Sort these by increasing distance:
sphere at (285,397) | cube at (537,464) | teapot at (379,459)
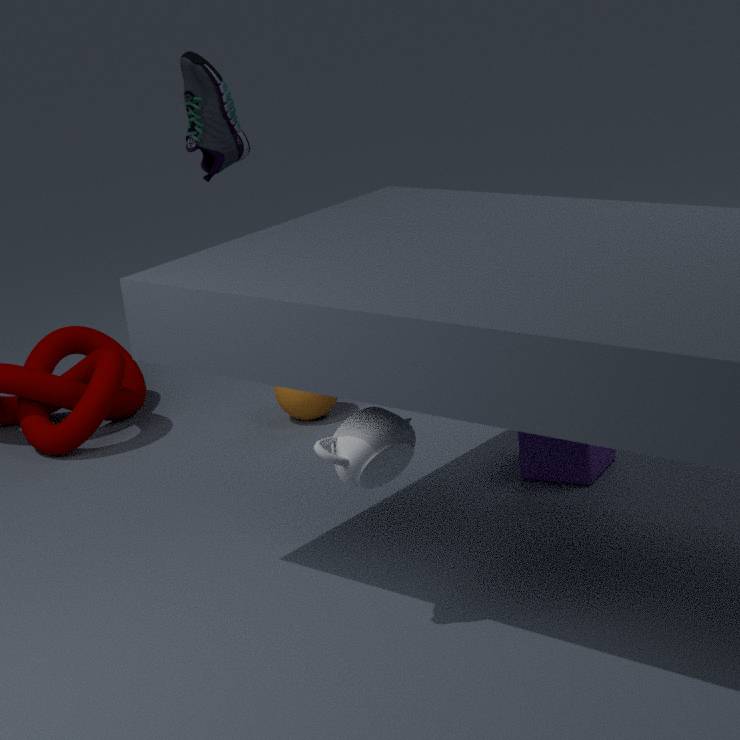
teapot at (379,459)
cube at (537,464)
sphere at (285,397)
